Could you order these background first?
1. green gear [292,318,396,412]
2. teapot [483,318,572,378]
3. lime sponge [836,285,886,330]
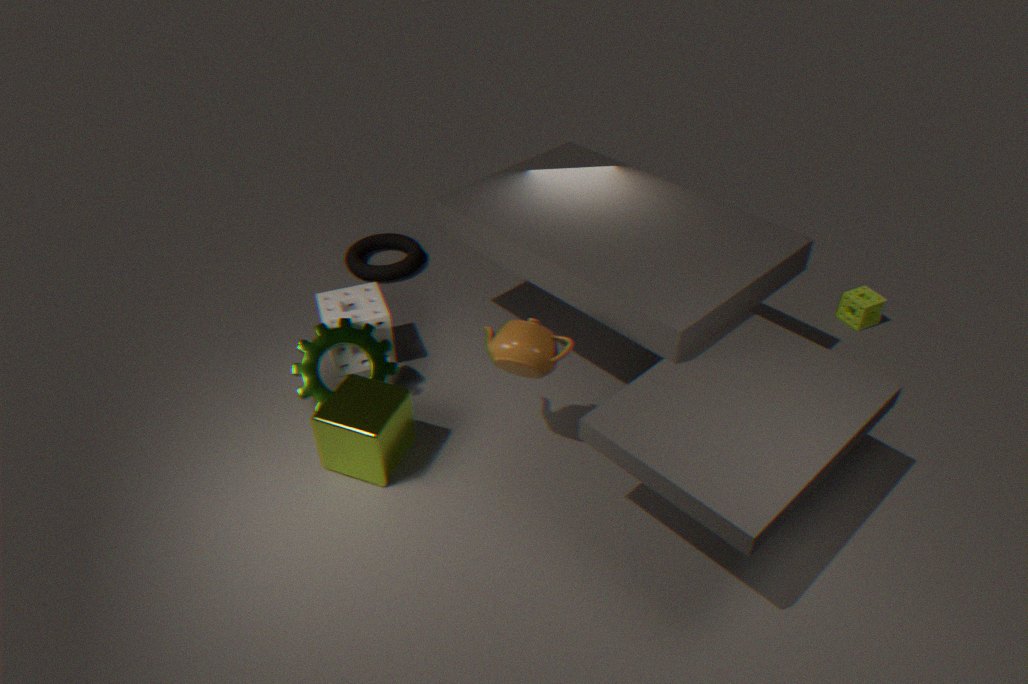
1. lime sponge [836,285,886,330]
2. green gear [292,318,396,412]
3. teapot [483,318,572,378]
